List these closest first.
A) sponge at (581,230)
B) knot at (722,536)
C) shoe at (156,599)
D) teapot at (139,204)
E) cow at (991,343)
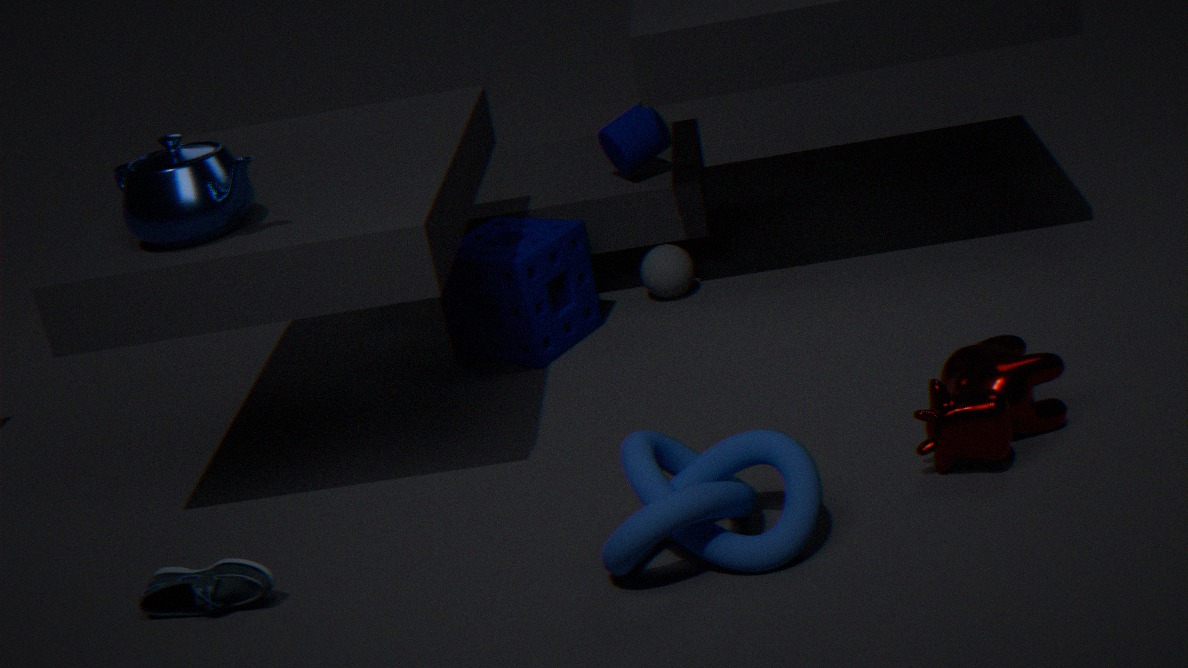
1. knot at (722,536)
2. cow at (991,343)
3. shoe at (156,599)
4. teapot at (139,204)
5. sponge at (581,230)
